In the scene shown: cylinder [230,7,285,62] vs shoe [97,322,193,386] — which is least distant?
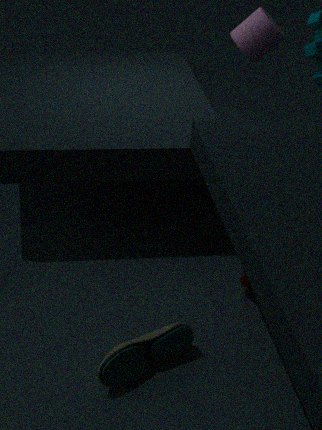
shoe [97,322,193,386]
